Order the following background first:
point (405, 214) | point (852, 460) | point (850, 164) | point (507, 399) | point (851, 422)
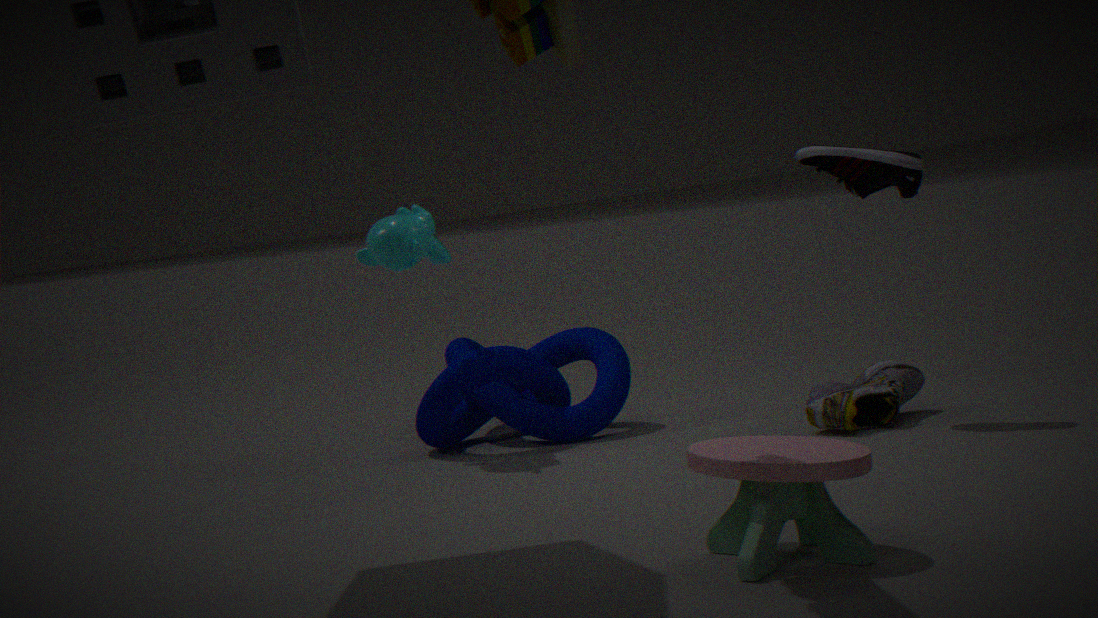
point (507, 399) < point (405, 214) < point (851, 422) < point (850, 164) < point (852, 460)
